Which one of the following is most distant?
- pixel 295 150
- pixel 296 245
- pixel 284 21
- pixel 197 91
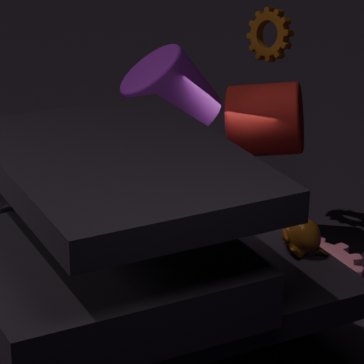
pixel 284 21
